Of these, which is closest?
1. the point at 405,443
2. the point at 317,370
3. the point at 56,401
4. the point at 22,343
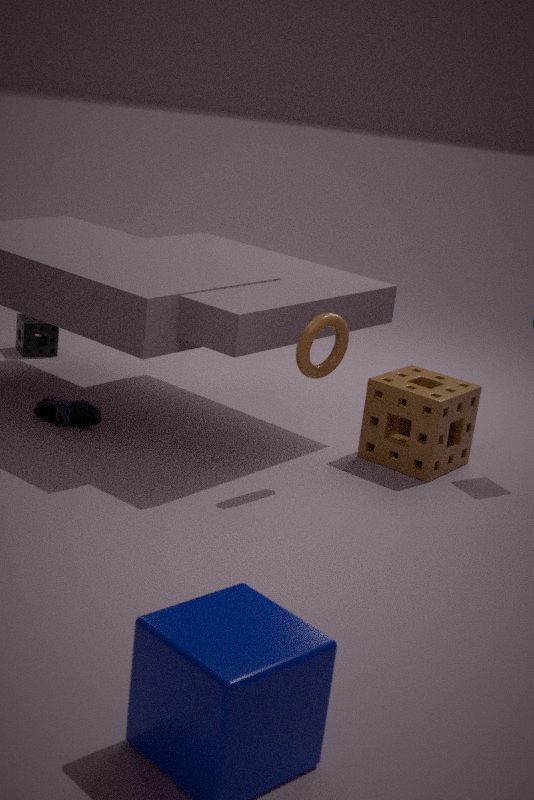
the point at 317,370
